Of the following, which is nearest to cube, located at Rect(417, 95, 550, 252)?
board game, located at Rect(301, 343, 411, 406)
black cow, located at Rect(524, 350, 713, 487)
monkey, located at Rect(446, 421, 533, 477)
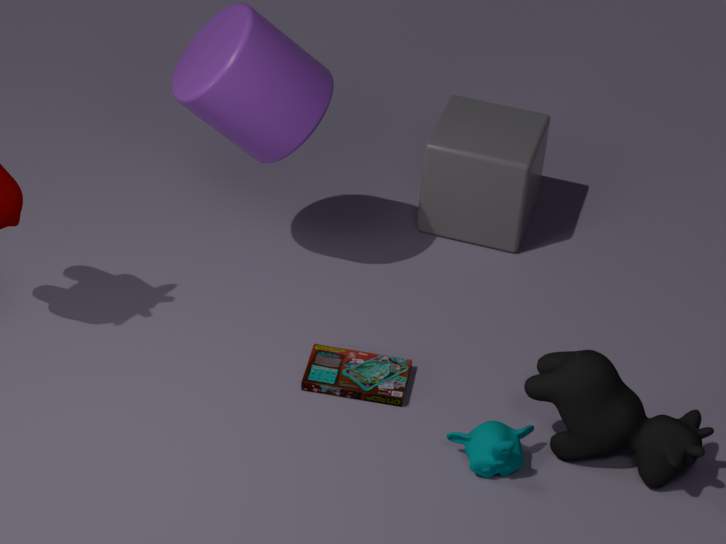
board game, located at Rect(301, 343, 411, 406)
